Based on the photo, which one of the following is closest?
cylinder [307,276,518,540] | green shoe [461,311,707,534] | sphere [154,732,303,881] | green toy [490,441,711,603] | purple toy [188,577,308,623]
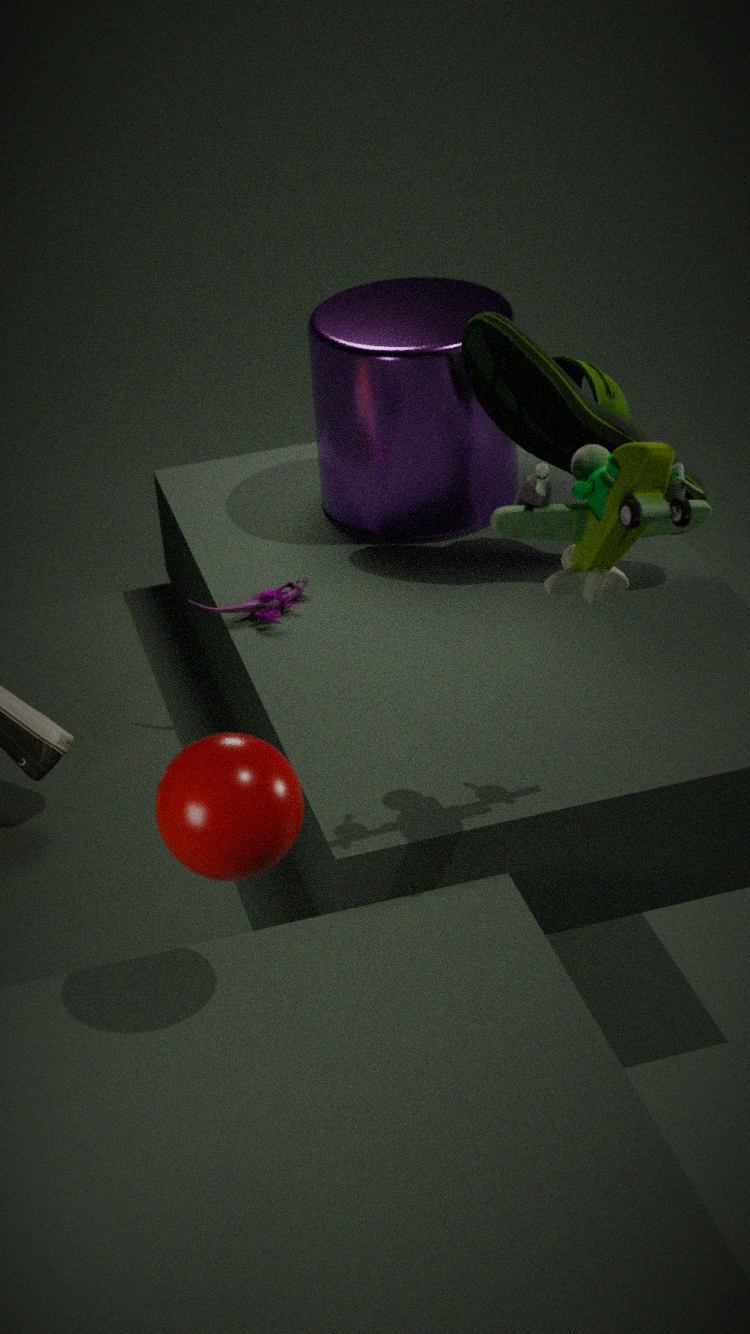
sphere [154,732,303,881]
